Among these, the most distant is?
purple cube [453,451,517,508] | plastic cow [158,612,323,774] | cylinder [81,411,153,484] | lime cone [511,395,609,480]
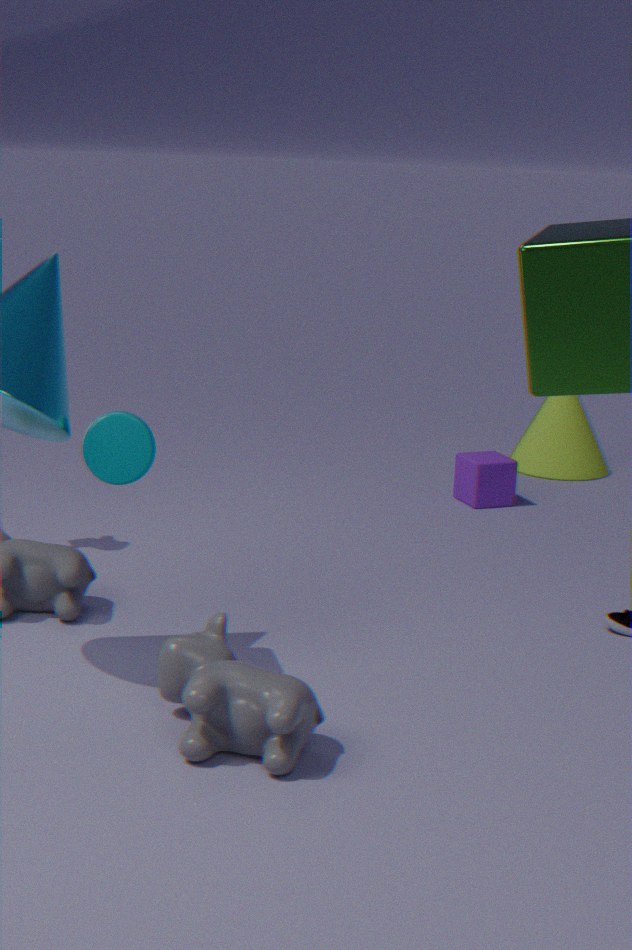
lime cone [511,395,609,480]
